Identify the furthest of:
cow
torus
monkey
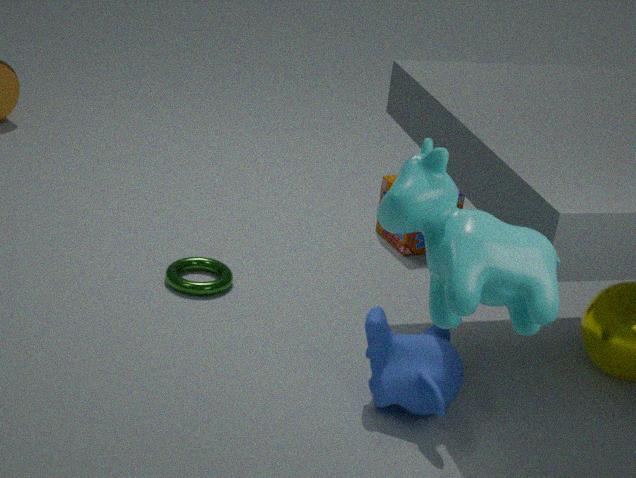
torus
